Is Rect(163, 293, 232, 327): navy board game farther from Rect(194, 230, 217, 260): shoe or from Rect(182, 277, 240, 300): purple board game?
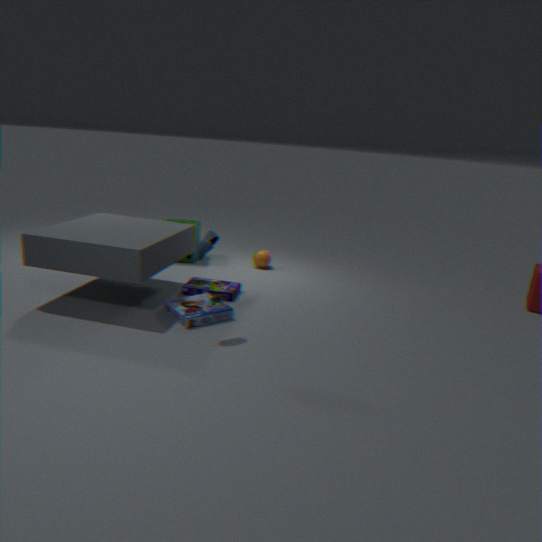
Rect(194, 230, 217, 260): shoe
